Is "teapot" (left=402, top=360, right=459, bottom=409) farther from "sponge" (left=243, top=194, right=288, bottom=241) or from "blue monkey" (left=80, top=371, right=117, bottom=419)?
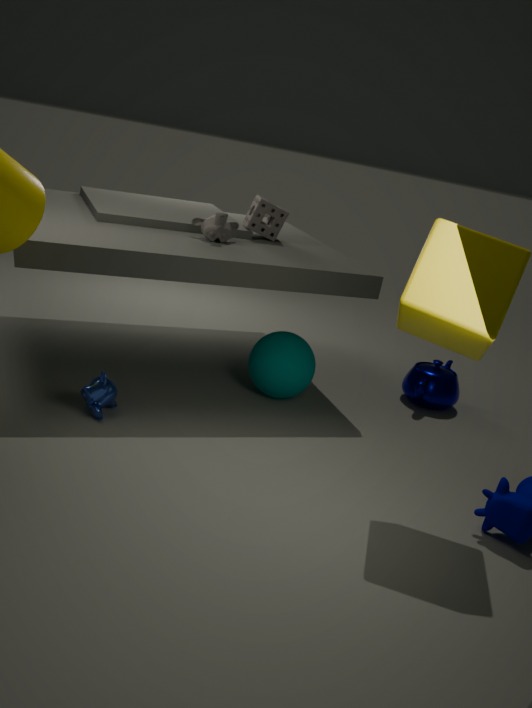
"blue monkey" (left=80, top=371, right=117, bottom=419)
